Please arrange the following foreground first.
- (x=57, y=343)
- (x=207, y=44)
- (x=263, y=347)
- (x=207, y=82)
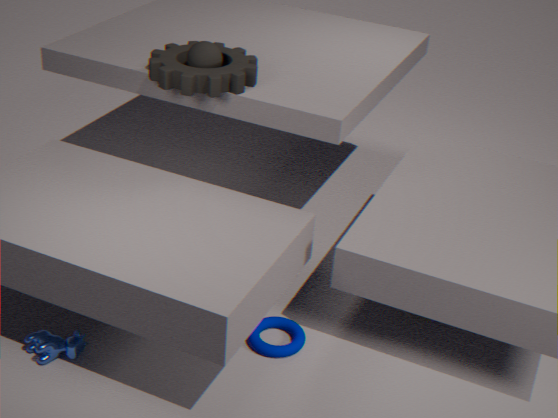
(x=57, y=343) → (x=263, y=347) → (x=207, y=82) → (x=207, y=44)
